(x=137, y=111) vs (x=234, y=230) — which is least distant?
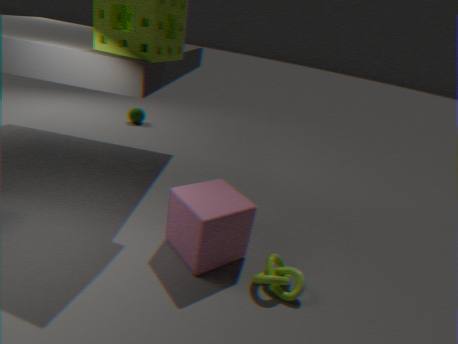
(x=234, y=230)
